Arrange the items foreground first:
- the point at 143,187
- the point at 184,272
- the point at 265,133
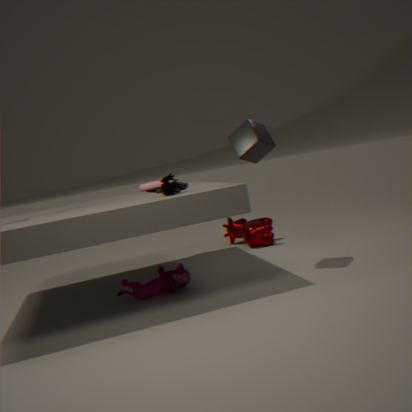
the point at 265,133 < the point at 184,272 < the point at 143,187
